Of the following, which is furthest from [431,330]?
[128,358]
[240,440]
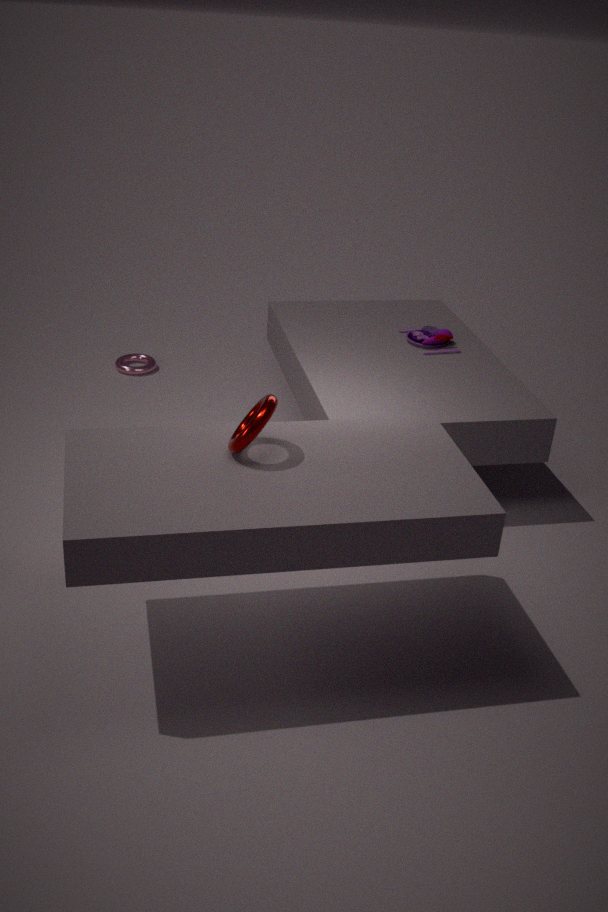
[240,440]
